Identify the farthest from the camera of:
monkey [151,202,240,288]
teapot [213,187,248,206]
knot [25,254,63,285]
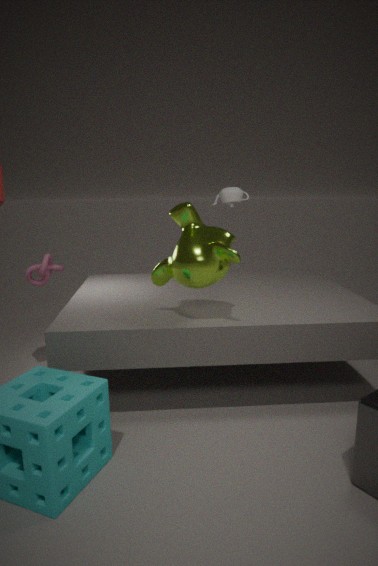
knot [25,254,63,285]
